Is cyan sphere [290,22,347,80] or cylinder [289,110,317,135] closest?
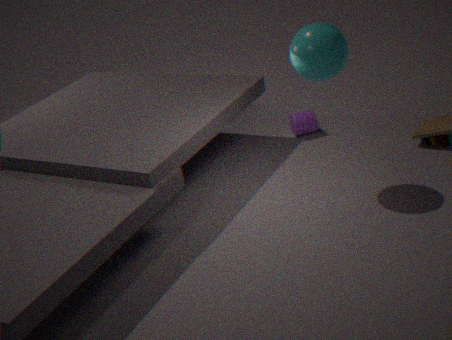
cyan sphere [290,22,347,80]
